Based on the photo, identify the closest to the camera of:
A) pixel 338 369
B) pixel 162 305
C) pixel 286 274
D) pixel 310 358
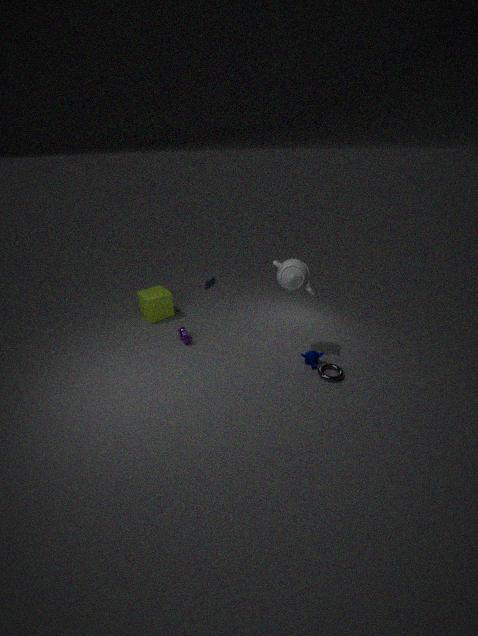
pixel 286 274
